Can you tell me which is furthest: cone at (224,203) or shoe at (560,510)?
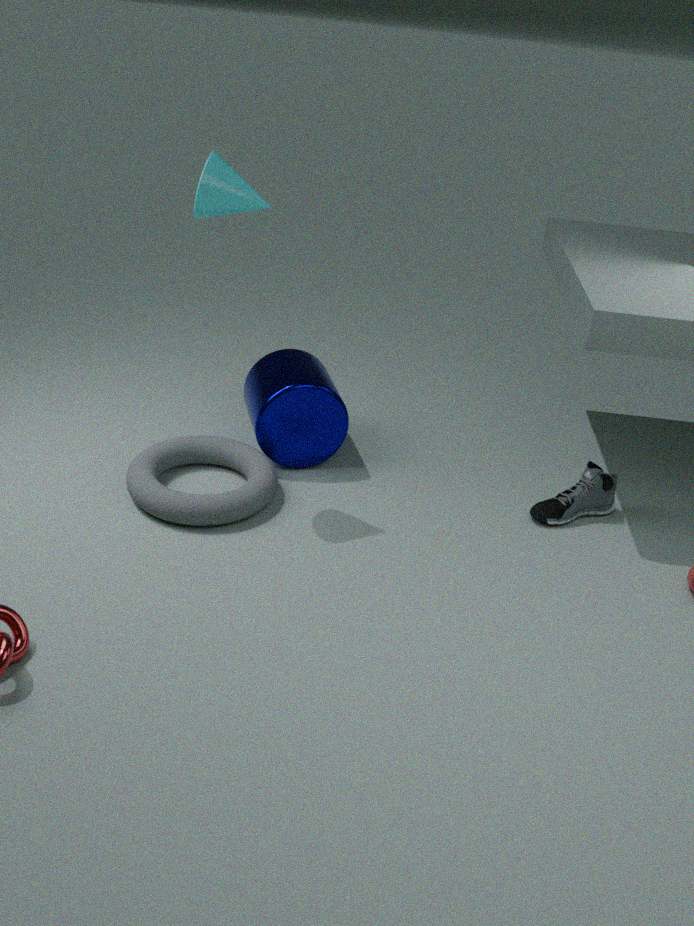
shoe at (560,510)
